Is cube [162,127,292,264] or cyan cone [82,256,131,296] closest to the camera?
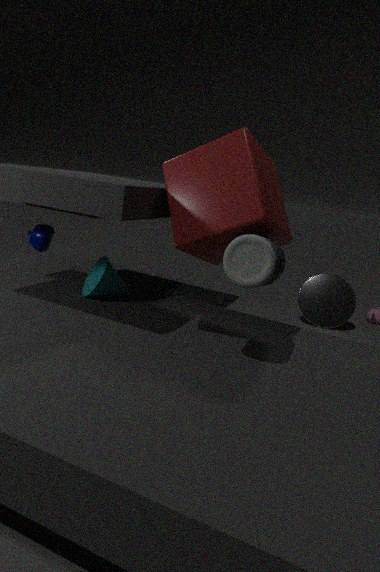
cube [162,127,292,264]
